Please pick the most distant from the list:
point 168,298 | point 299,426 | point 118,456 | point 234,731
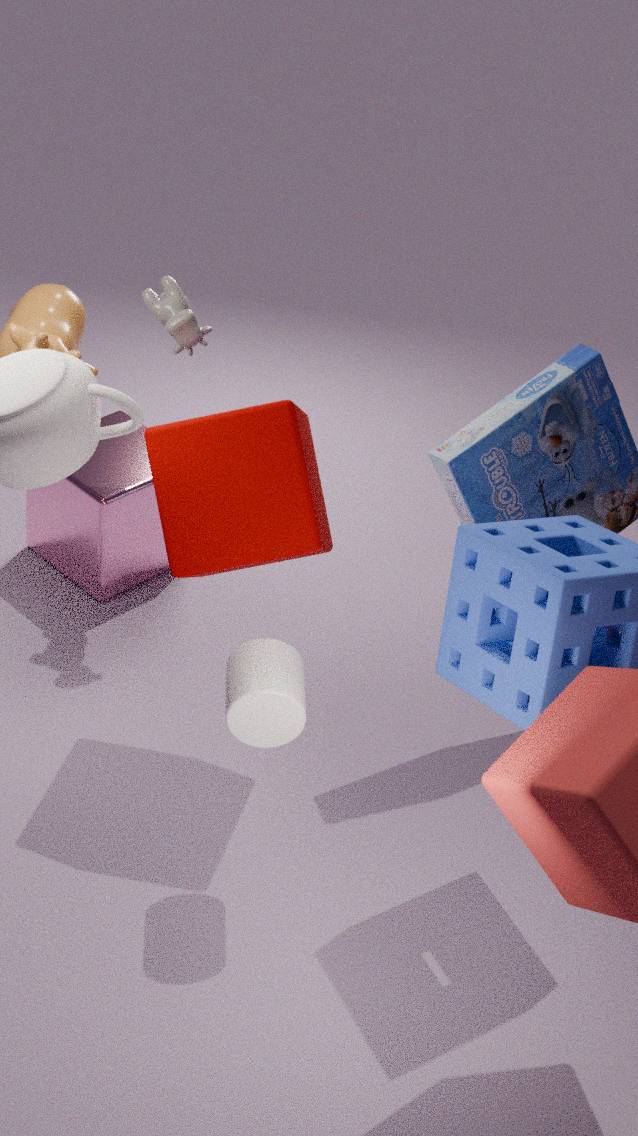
point 118,456
